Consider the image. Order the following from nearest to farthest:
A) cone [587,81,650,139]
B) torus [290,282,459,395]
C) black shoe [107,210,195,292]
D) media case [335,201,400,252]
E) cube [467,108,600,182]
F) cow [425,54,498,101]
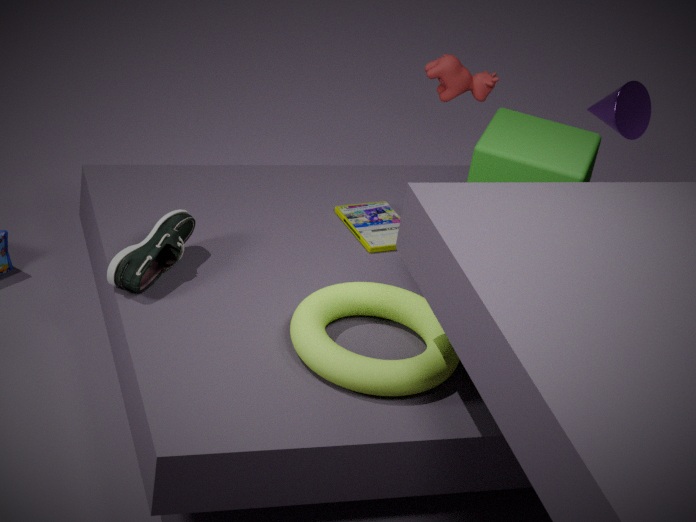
1. torus [290,282,459,395]
2. cube [467,108,600,182]
3. black shoe [107,210,195,292]
4. media case [335,201,400,252]
5. cow [425,54,498,101]
6. cone [587,81,650,139]
